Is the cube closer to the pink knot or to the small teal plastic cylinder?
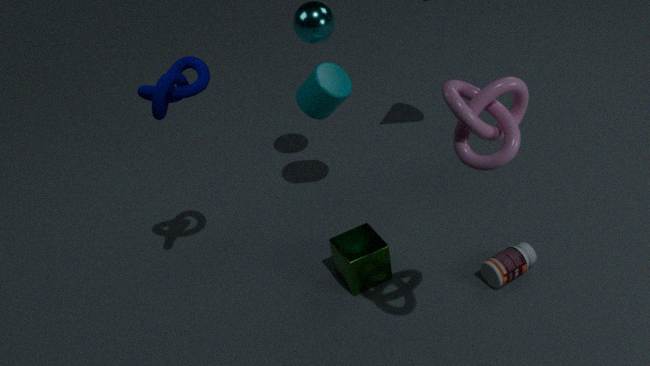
the small teal plastic cylinder
